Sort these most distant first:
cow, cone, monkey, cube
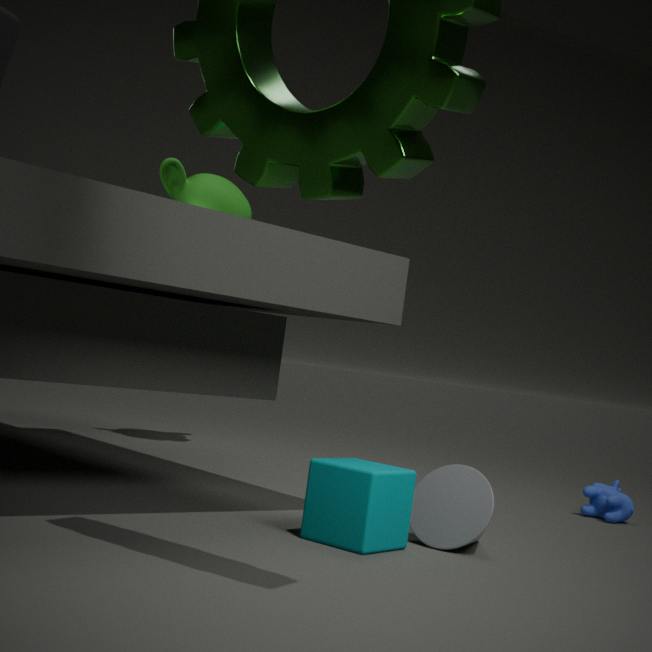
monkey, cow, cone, cube
